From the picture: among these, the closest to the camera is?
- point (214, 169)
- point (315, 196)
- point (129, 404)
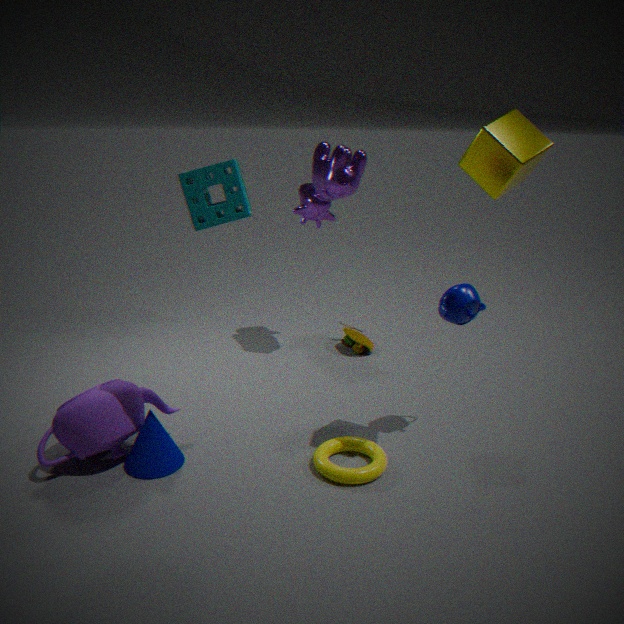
point (214, 169)
